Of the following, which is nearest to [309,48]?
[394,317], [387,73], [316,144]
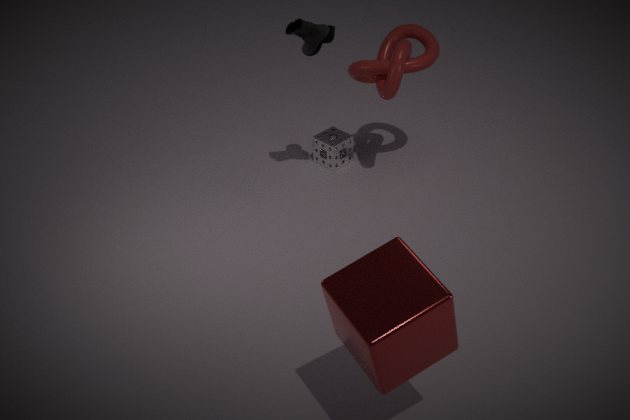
[387,73]
